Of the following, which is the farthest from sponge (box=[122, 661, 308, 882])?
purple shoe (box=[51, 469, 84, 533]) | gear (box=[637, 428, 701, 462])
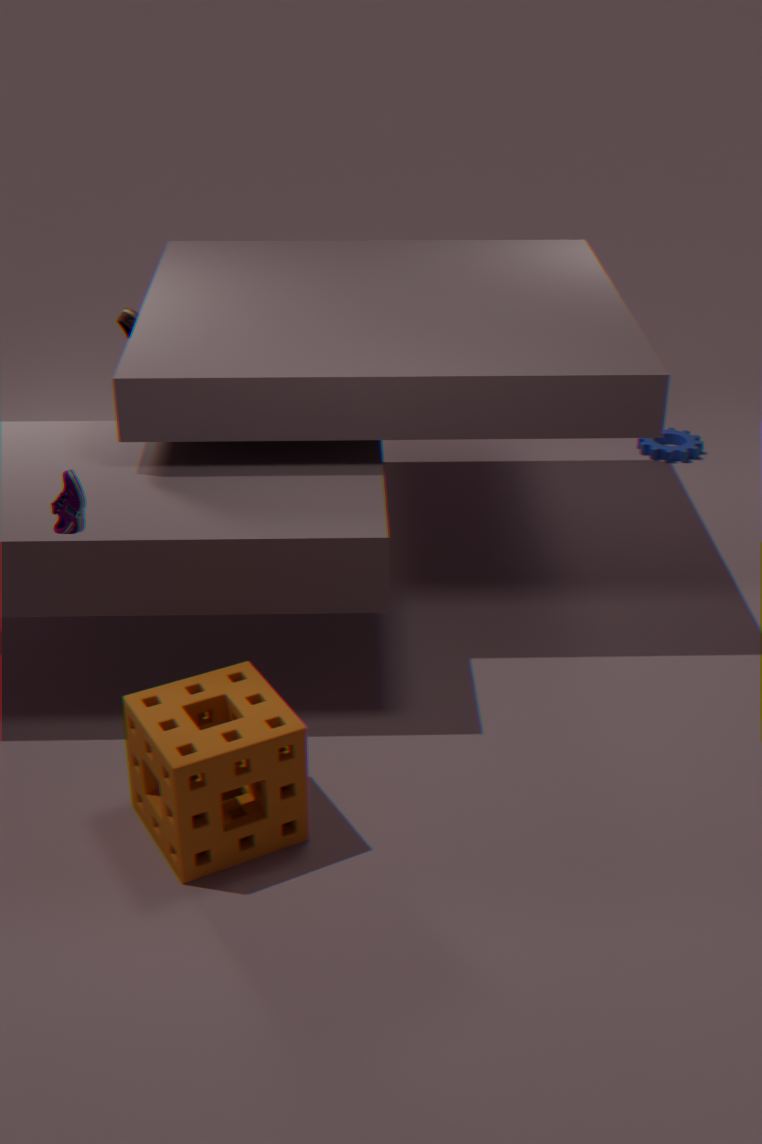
gear (box=[637, 428, 701, 462])
